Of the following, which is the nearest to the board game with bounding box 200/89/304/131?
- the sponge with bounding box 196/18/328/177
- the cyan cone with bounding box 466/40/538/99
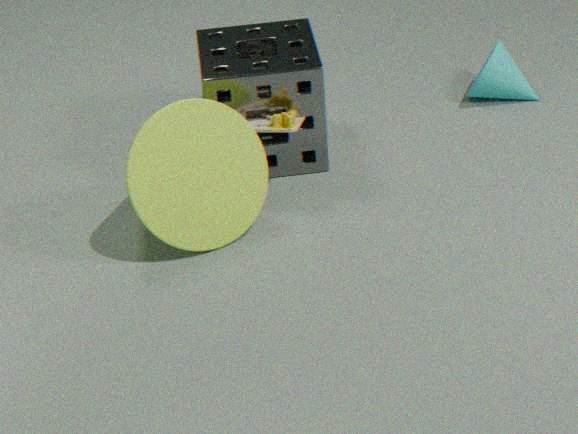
the sponge with bounding box 196/18/328/177
